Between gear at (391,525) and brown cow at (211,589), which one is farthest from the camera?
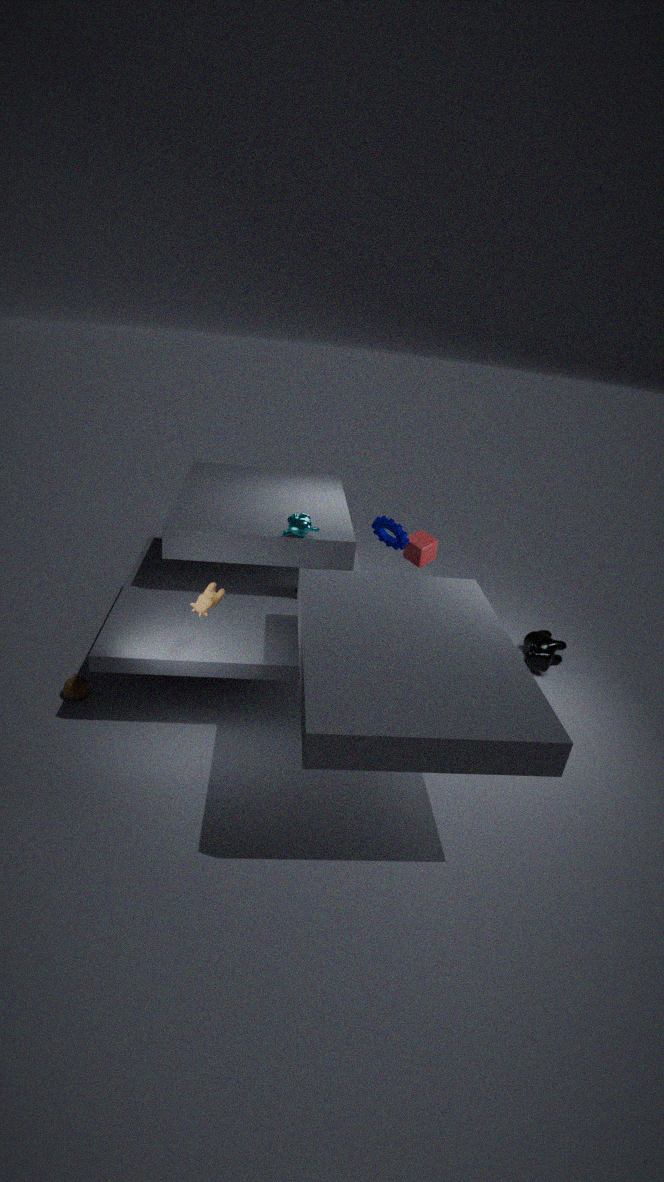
gear at (391,525)
